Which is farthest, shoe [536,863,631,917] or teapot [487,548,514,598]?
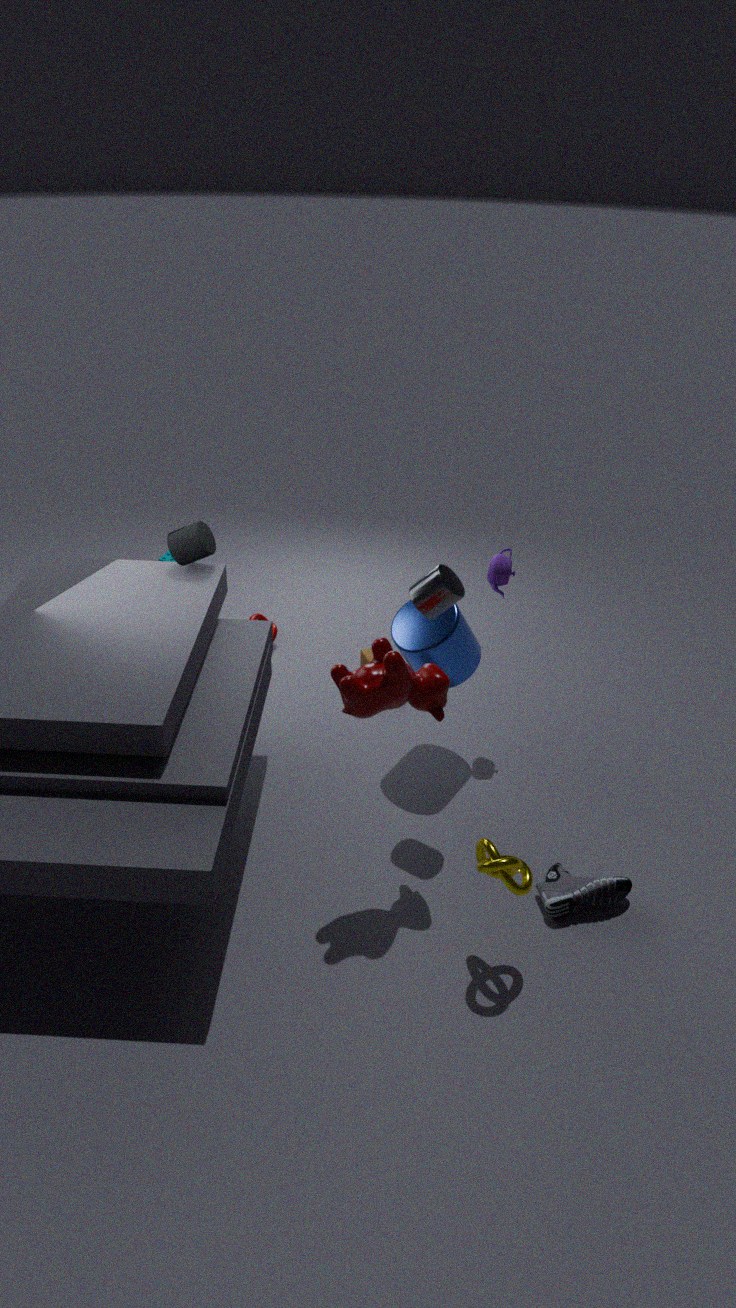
teapot [487,548,514,598]
